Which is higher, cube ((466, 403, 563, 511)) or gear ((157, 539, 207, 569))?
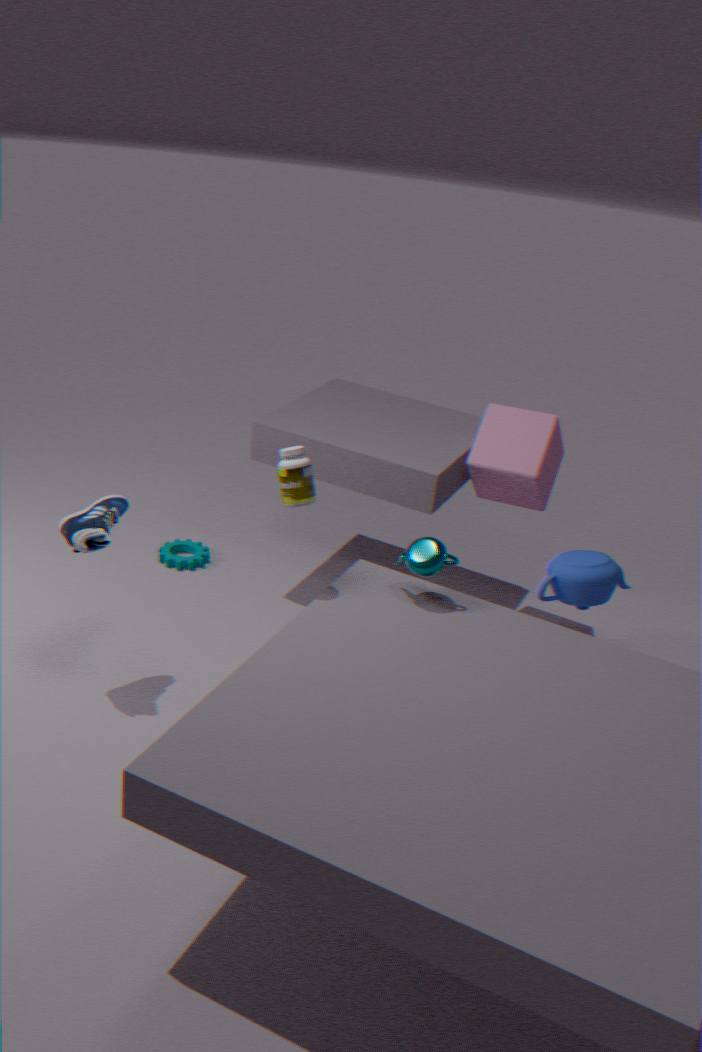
cube ((466, 403, 563, 511))
